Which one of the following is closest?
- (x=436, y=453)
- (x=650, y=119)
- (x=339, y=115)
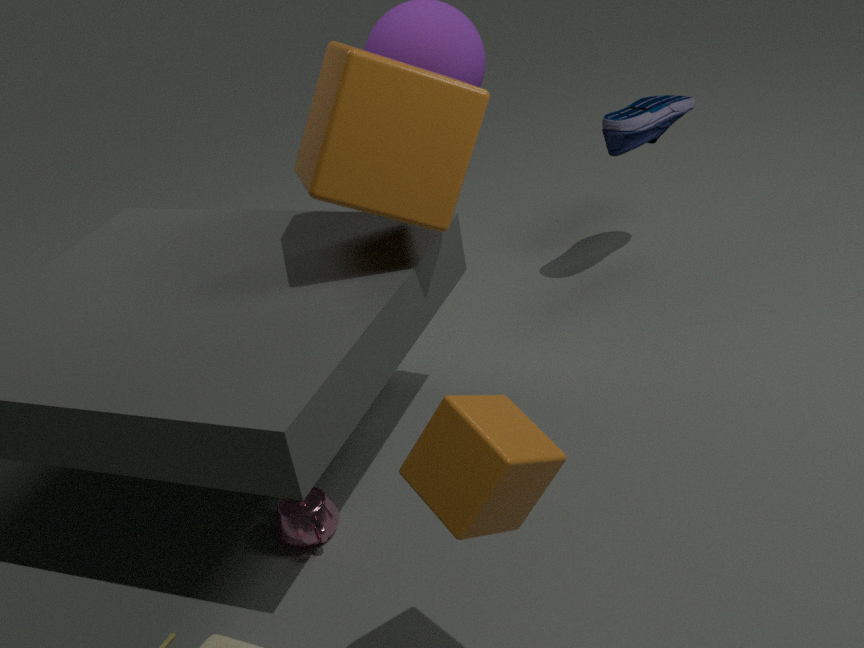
(x=436, y=453)
